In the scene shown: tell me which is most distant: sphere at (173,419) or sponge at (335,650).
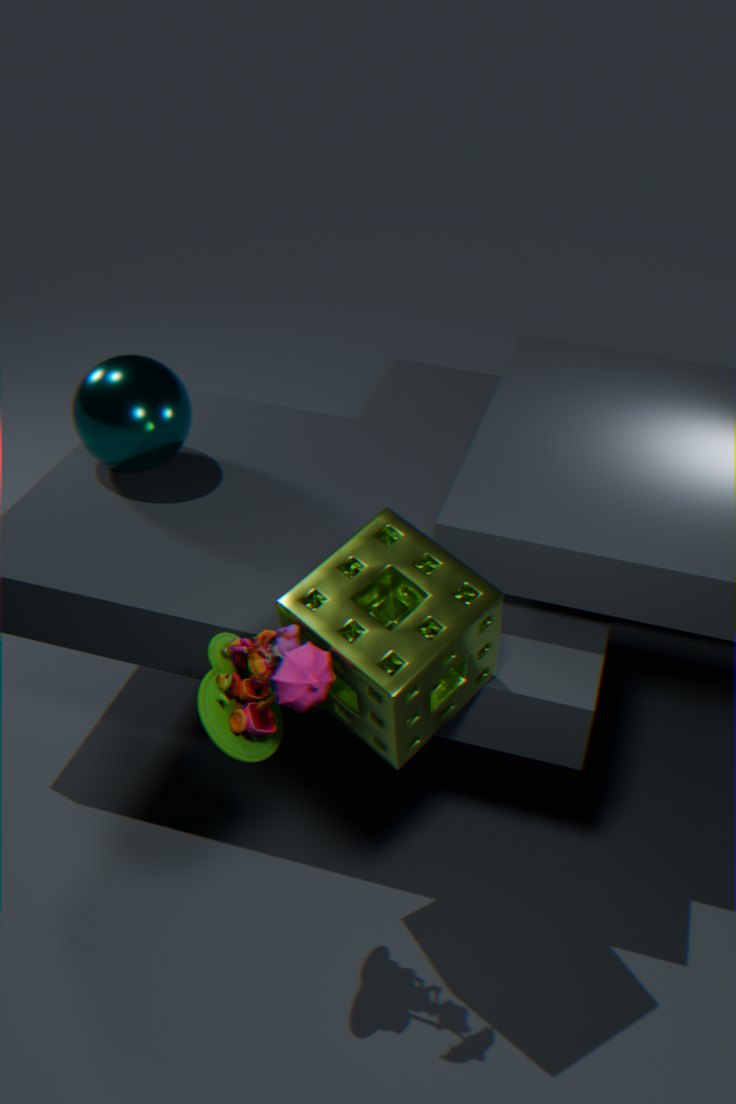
sphere at (173,419)
